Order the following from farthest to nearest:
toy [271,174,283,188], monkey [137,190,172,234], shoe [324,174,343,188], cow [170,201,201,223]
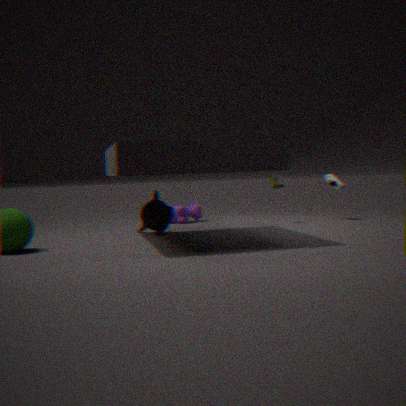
cow [170,201,201,223] < shoe [324,174,343,188] < toy [271,174,283,188] < monkey [137,190,172,234]
